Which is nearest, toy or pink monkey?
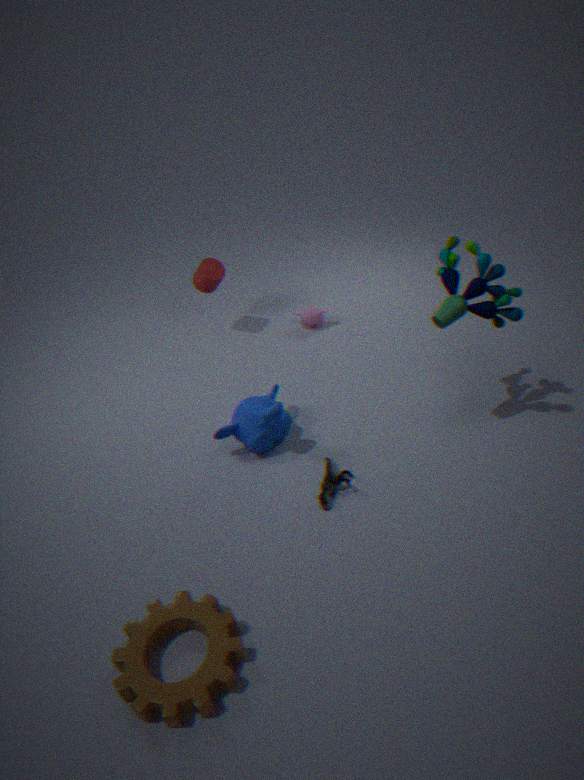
toy
